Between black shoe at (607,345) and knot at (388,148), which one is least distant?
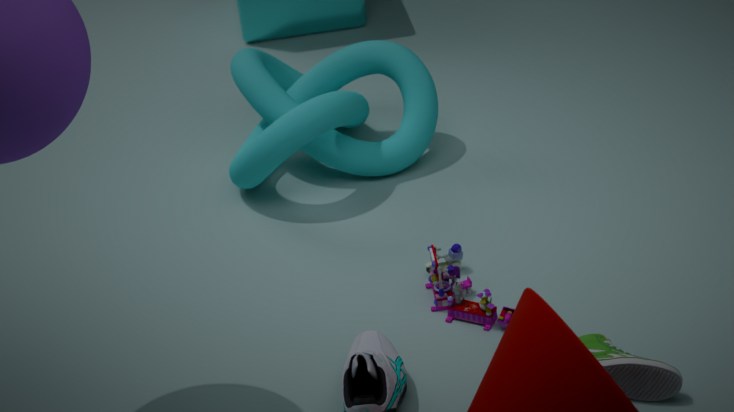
black shoe at (607,345)
